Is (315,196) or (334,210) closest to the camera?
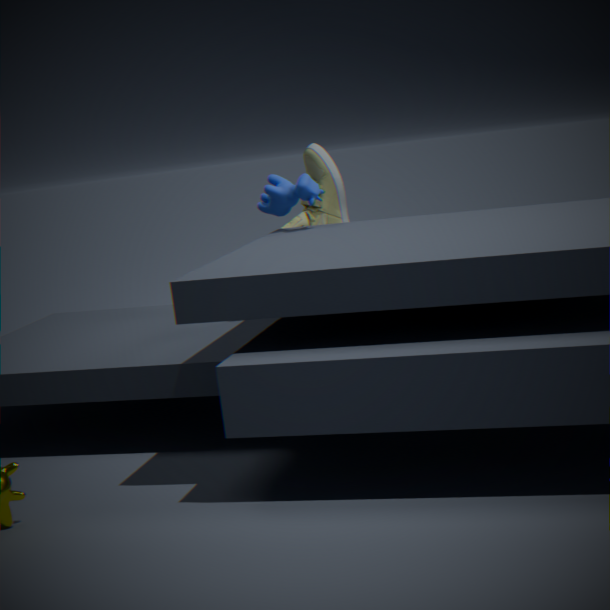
(315,196)
